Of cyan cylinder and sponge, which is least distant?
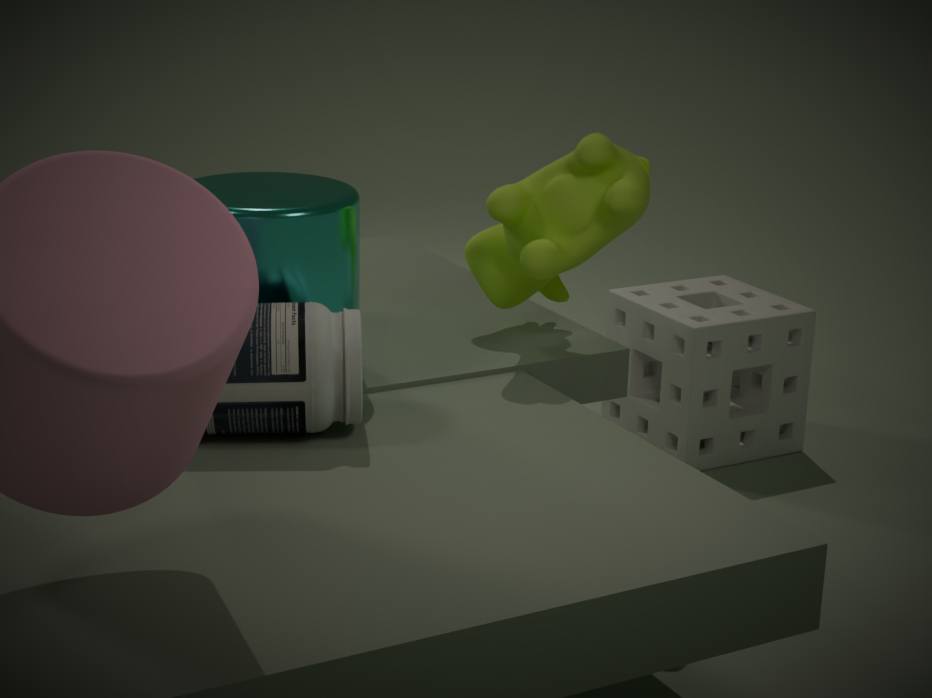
A: cyan cylinder
